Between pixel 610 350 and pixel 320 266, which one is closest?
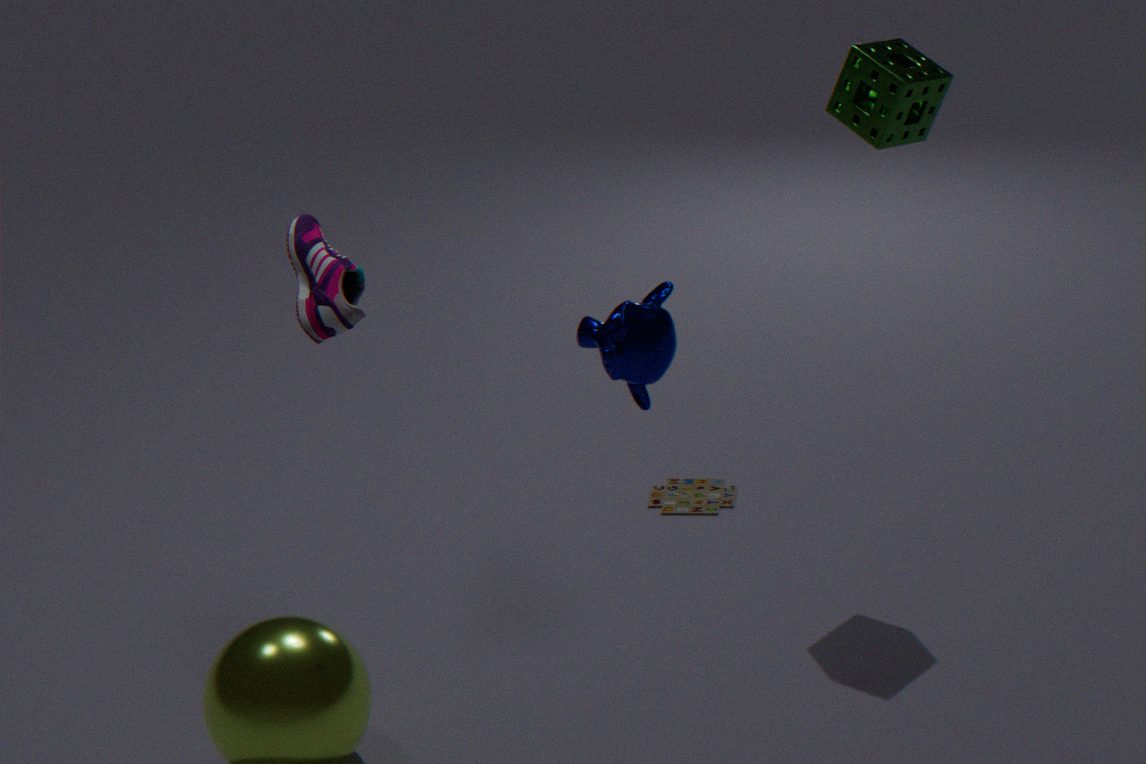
pixel 610 350
